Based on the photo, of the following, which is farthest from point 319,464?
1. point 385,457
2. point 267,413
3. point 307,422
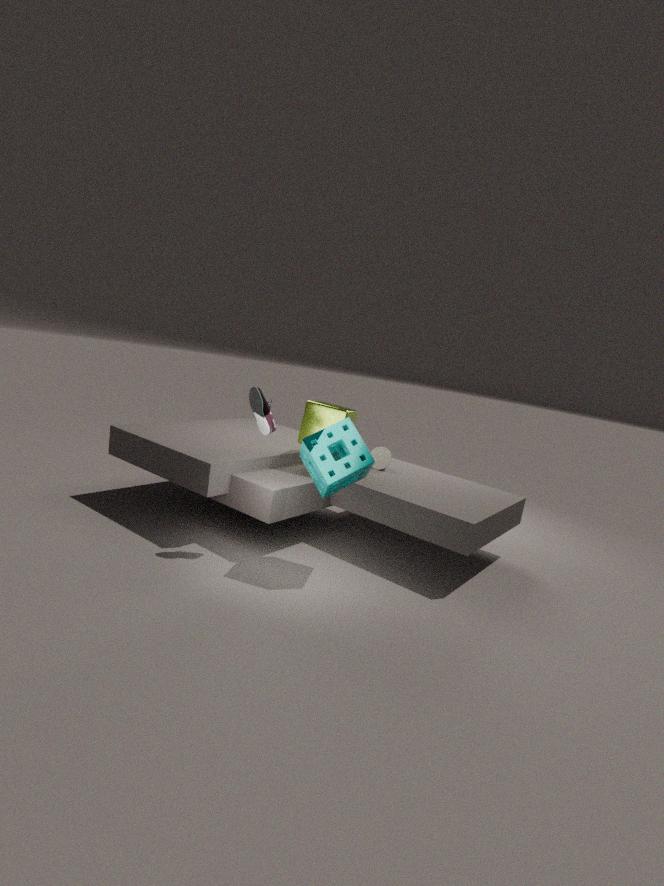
point 385,457
